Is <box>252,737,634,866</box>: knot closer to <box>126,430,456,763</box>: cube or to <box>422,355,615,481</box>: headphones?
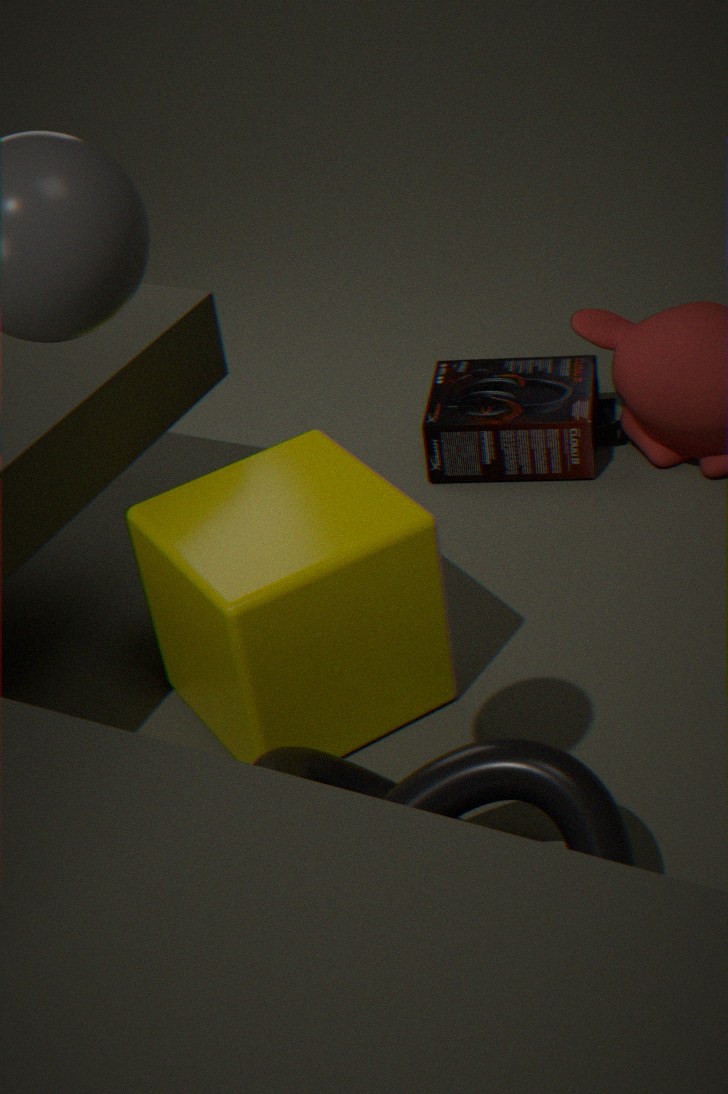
<box>126,430,456,763</box>: cube
